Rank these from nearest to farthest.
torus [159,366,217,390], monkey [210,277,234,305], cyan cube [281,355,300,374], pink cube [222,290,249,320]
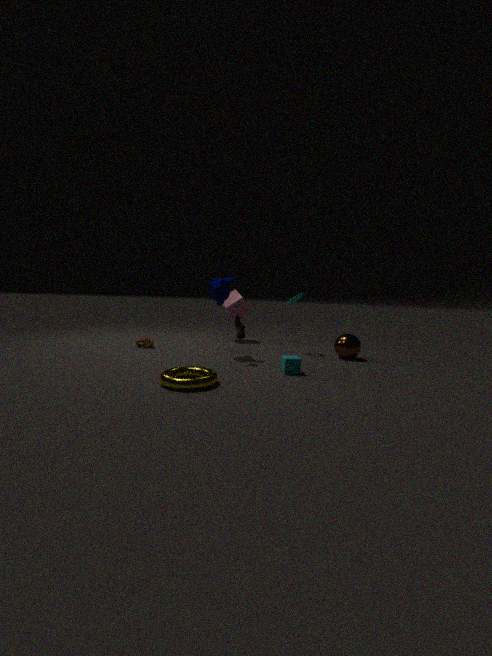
torus [159,366,217,390], cyan cube [281,355,300,374], monkey [210,277,234,305], pink cube [222,290,249,320]
